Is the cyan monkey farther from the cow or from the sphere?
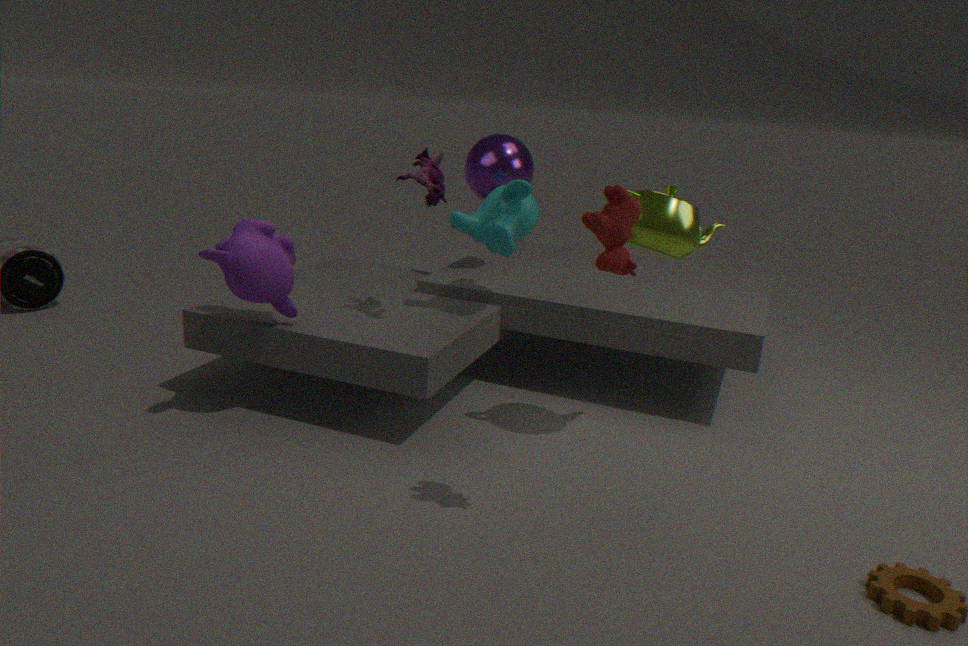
the cow
